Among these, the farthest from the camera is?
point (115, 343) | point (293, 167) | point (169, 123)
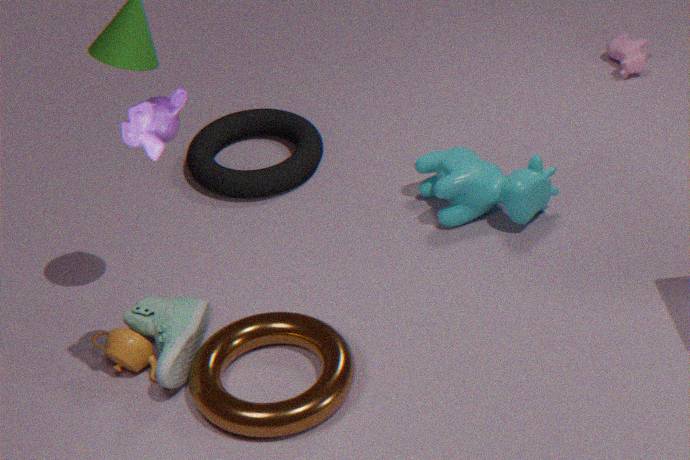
point (293, 167)
